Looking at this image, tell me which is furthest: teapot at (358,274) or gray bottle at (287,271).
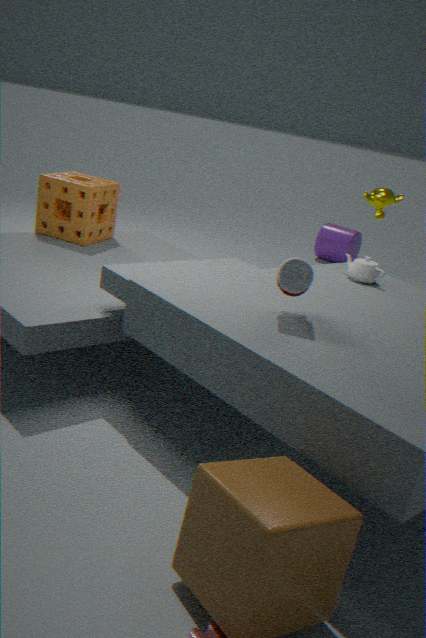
teapot at (358,274)
